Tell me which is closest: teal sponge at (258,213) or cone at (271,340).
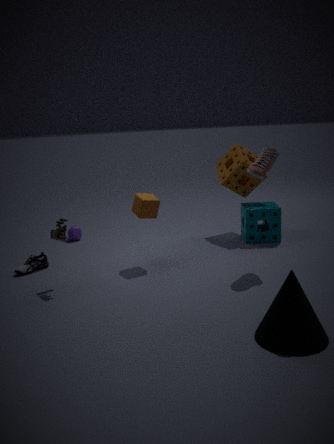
cone at (271,340)
